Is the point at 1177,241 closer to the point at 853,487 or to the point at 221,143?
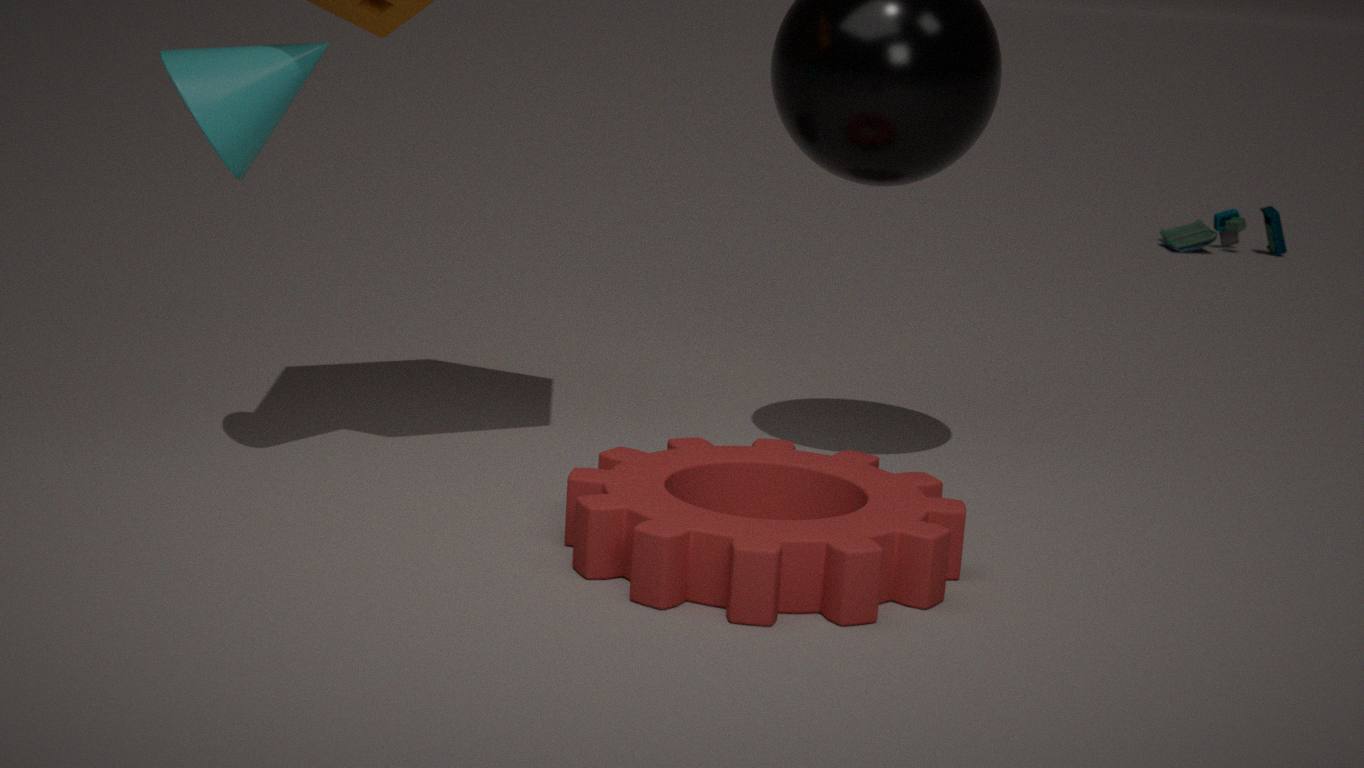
the point at 853,487
